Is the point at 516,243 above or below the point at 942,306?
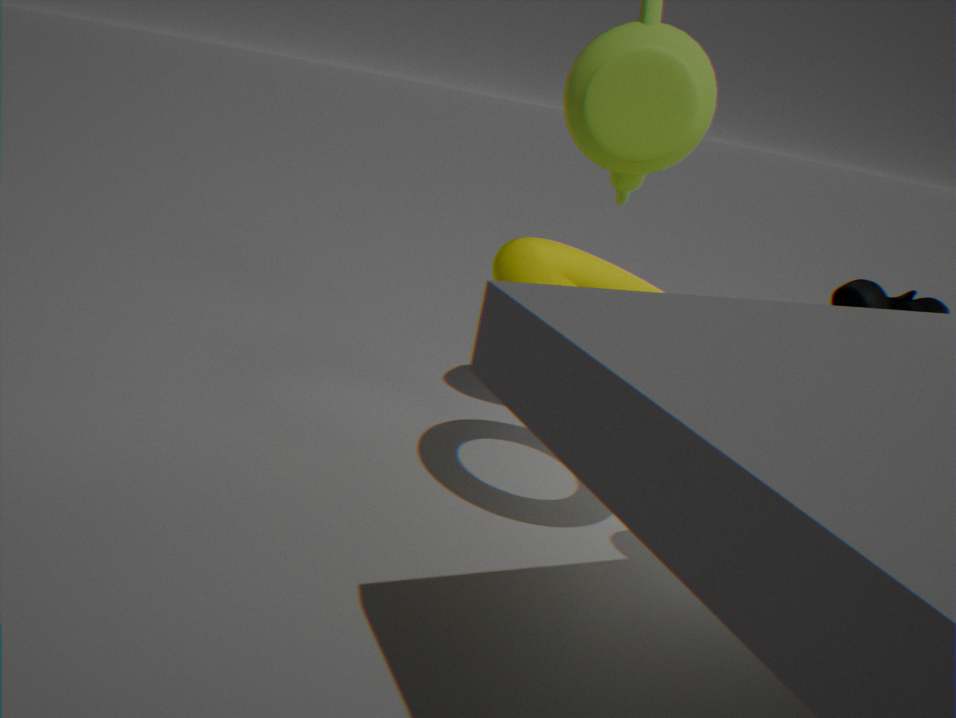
below
